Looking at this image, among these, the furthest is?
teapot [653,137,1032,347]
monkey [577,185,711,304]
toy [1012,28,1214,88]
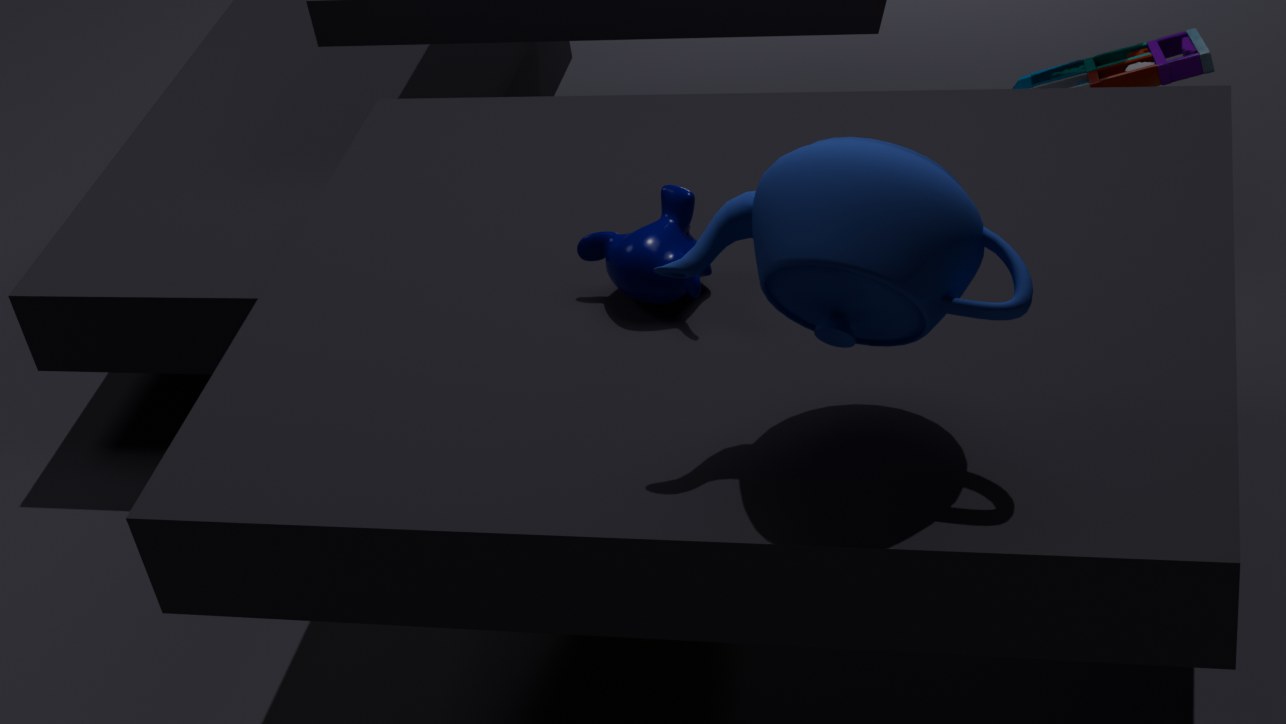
toy [1012,28,1214,88]
